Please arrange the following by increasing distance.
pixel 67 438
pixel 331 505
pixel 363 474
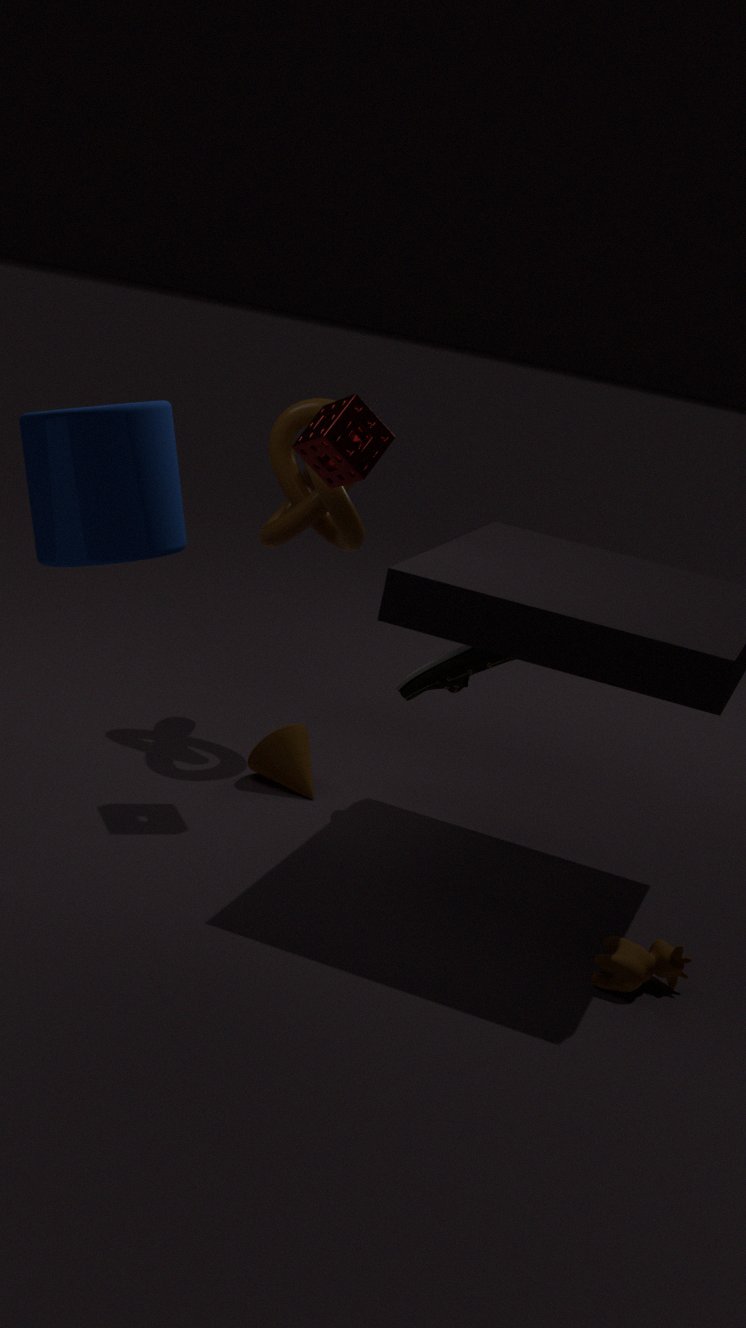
pixel 67 438 < pixel 363 474 < pixel 331 505
